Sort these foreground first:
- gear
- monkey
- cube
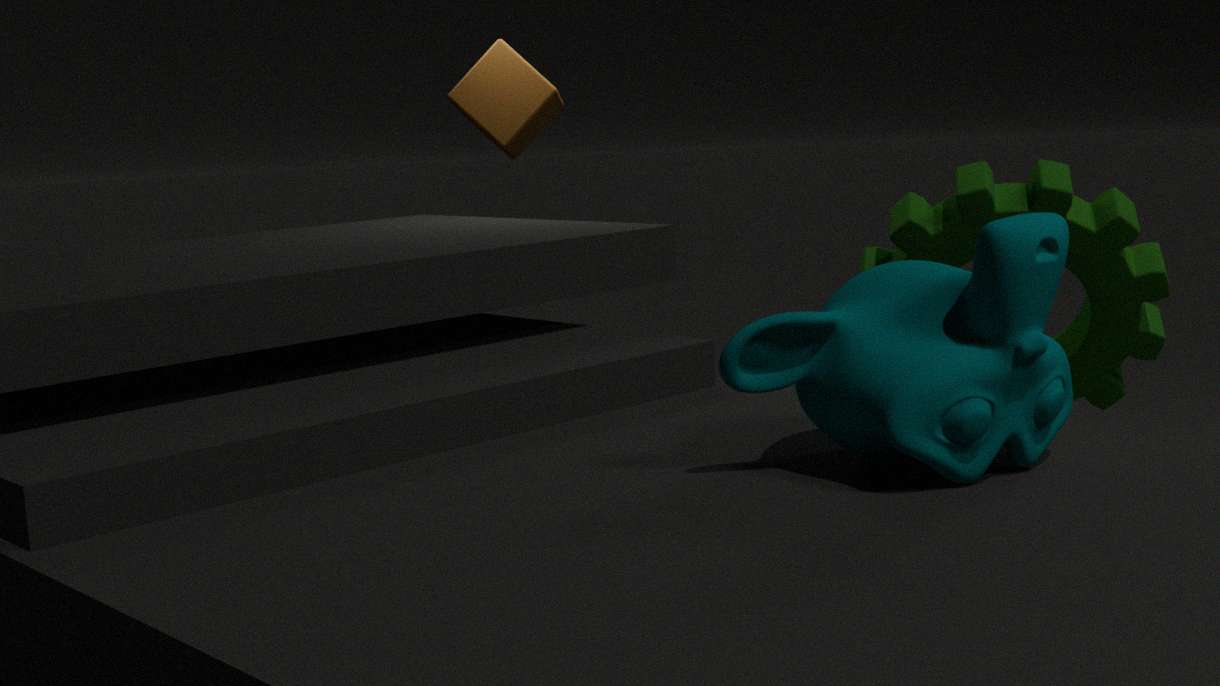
1. monkey
2. gear
3. cube
